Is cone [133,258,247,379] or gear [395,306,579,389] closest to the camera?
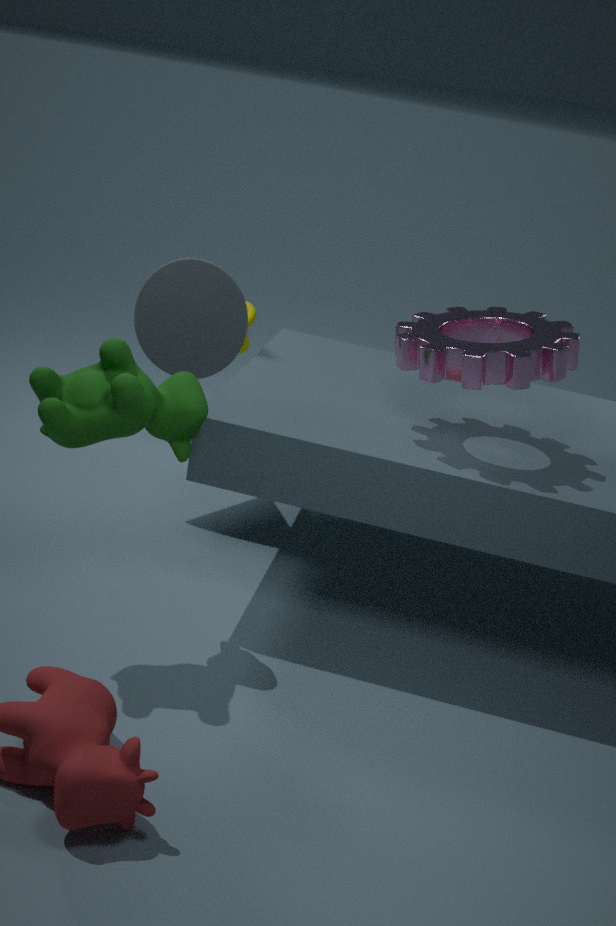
gear [395,306,579,389]
